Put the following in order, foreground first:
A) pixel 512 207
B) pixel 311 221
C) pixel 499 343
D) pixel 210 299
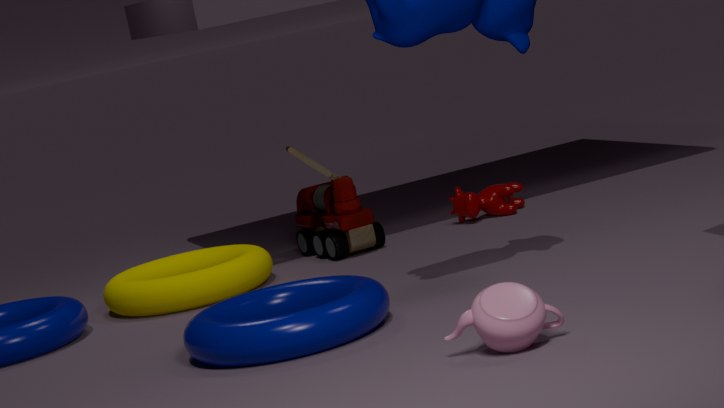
pixel 499 343 → pixel 210 299 → pixel 311 221 → pixel 512 207
